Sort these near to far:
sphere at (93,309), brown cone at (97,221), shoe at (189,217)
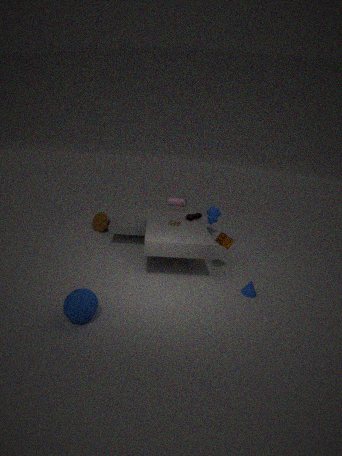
sphere at (93,309)
shoe at (189,217)
brown cone at (97,221)
